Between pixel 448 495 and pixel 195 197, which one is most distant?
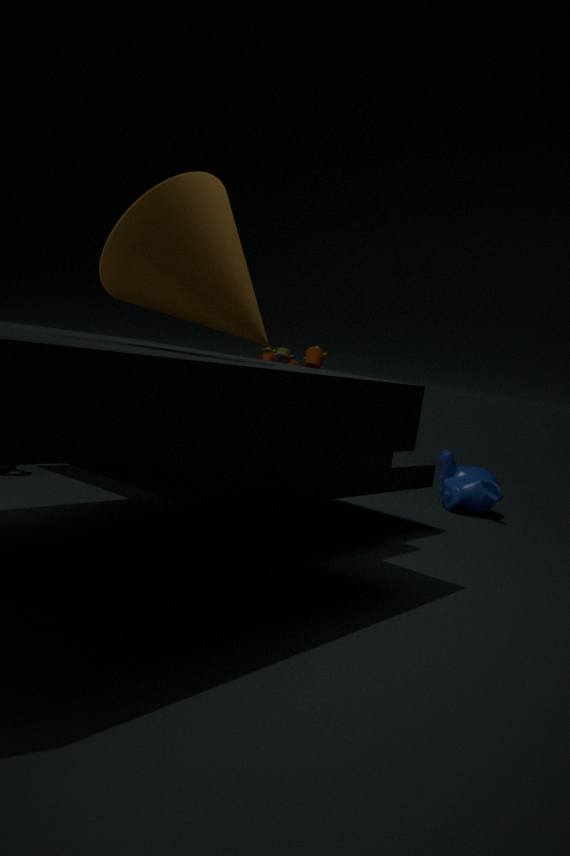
pixel 448 495
